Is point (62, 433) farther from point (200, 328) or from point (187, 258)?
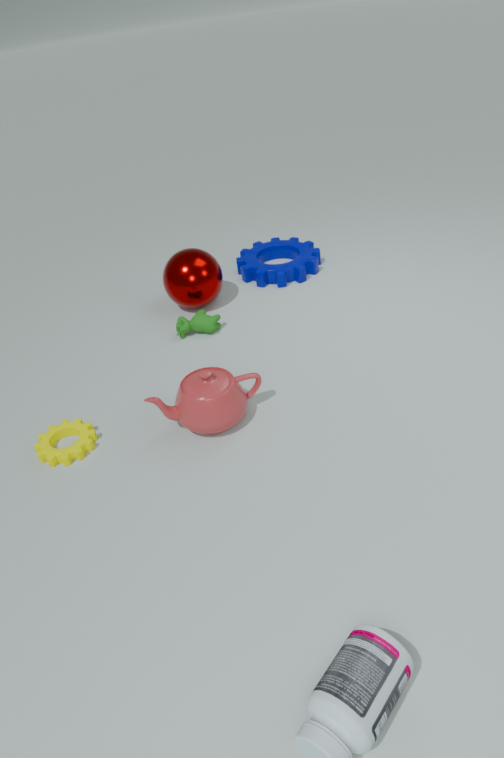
point (187, 258)
